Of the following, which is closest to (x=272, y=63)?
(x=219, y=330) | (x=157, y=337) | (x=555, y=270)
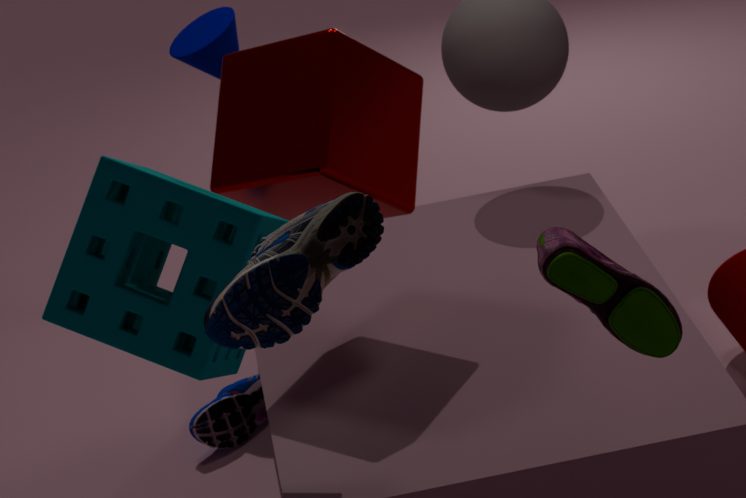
(x=157, y=337)
